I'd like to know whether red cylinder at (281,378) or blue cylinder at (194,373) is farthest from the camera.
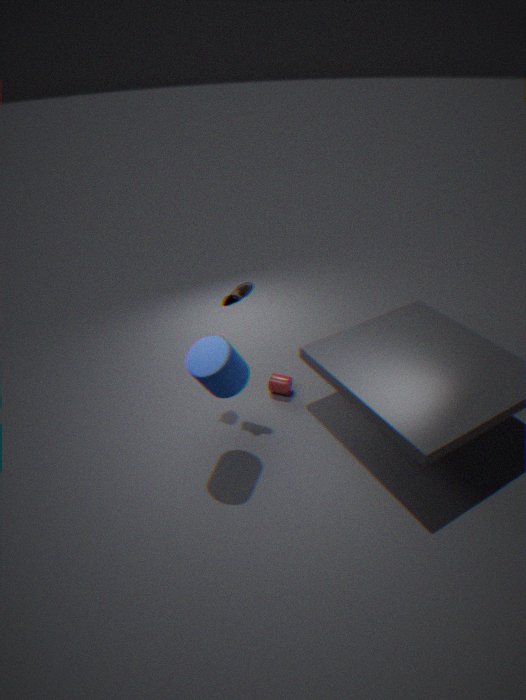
red cylinder at (281,378)
